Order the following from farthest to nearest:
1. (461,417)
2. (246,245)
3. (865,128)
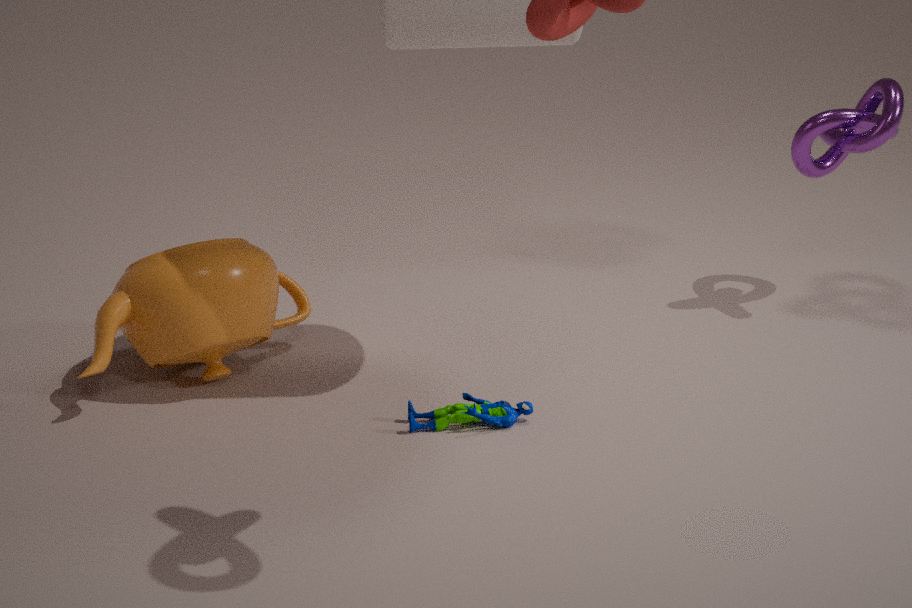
(865,128) → (246,245) → (461,417)
